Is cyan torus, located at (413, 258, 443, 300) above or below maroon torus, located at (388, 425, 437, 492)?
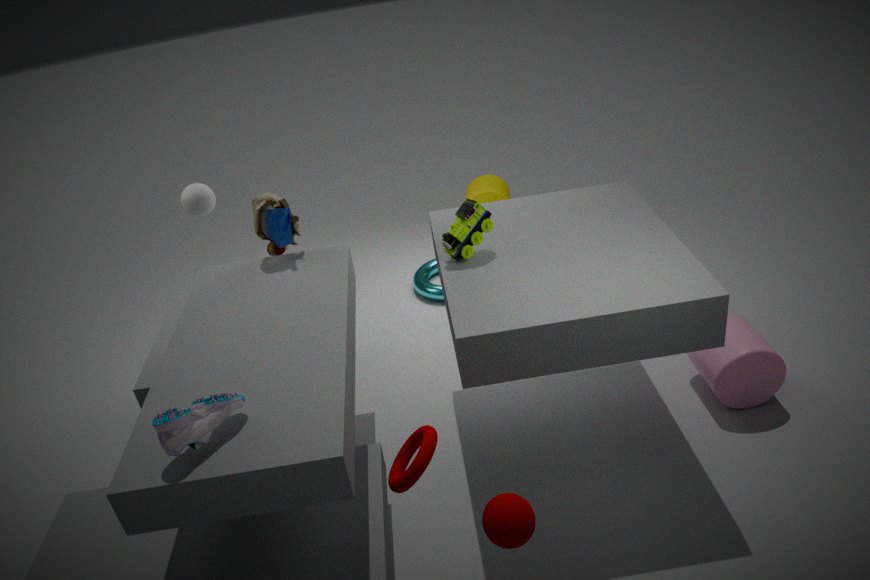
below
